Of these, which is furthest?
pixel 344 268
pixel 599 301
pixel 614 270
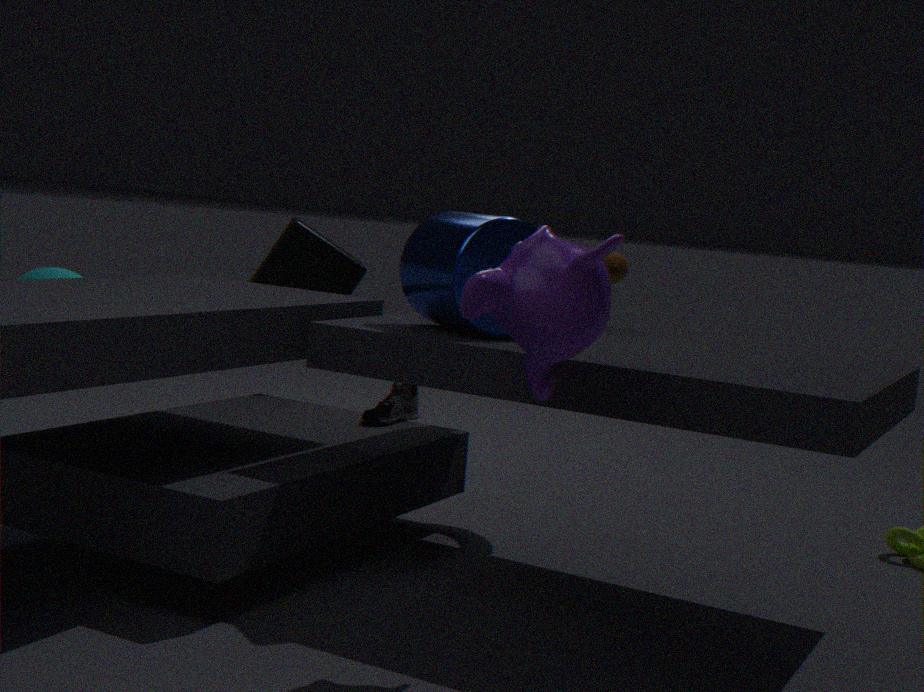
pixel 344 268
